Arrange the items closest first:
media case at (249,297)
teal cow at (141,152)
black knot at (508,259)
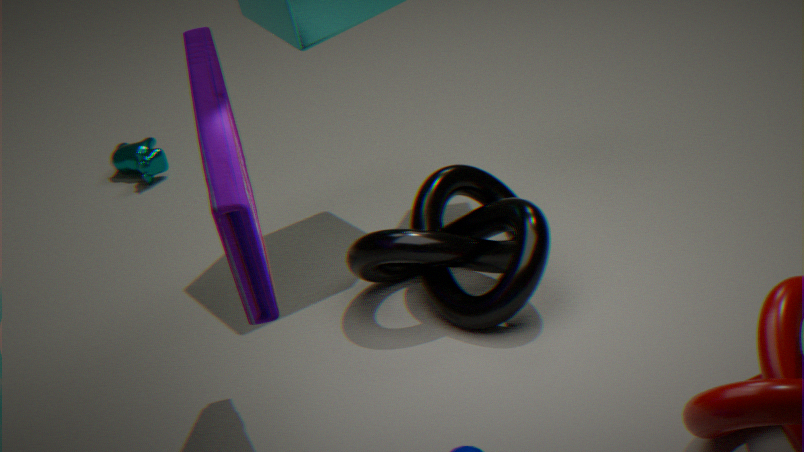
media case at (249,297), black knot at (508,259), teal cow at (141,152)
